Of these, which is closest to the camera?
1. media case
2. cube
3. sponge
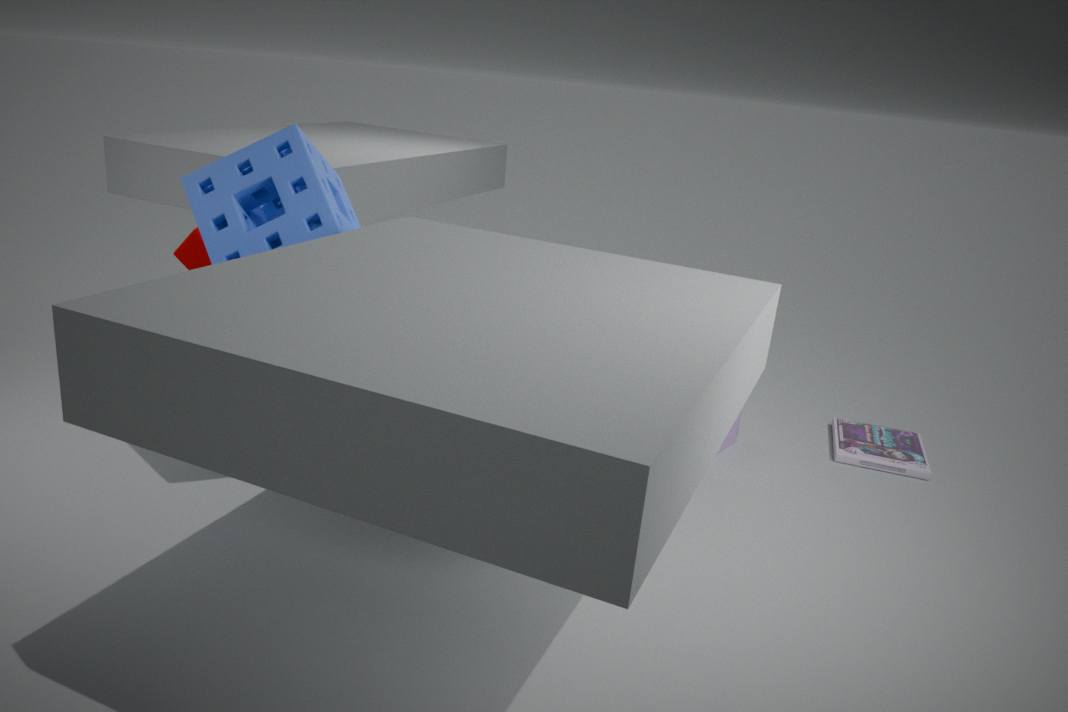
sponge
